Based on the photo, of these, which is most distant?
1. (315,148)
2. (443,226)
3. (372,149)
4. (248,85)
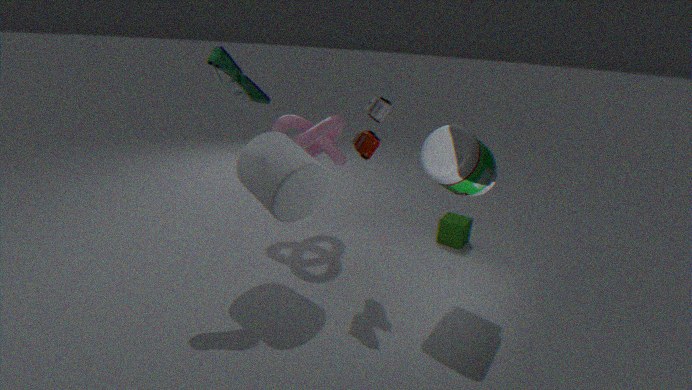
(443,226)
